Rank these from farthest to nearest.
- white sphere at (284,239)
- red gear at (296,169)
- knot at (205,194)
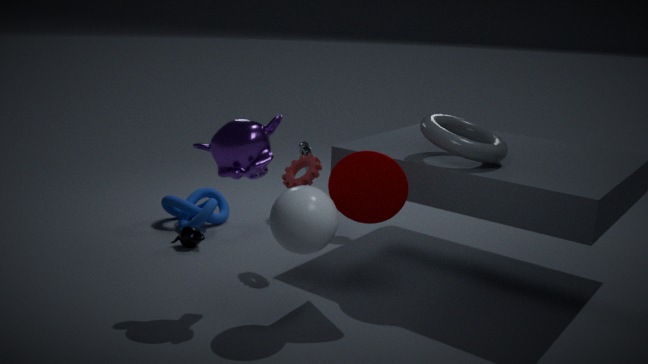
knot at (205,194) < red gear at (296,169) < white sphere at (284,239)
